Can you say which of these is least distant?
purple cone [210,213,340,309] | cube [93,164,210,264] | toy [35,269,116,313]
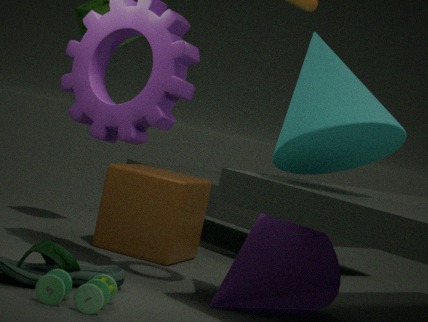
toy [35,269,116,313]
